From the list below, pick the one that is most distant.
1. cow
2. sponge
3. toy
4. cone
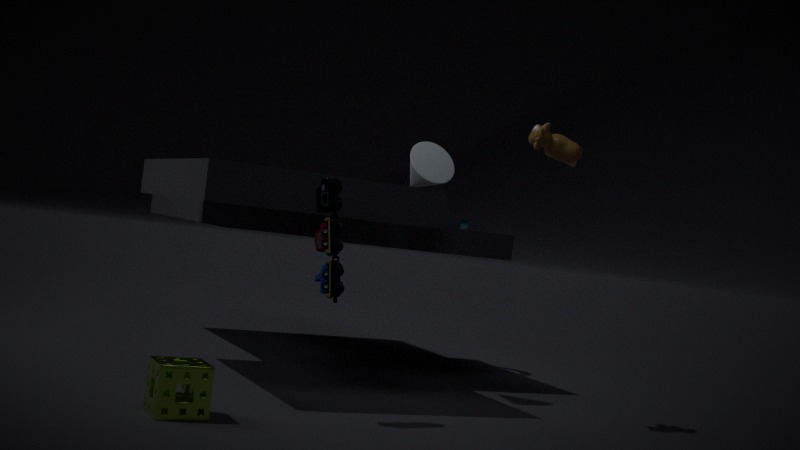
cone
